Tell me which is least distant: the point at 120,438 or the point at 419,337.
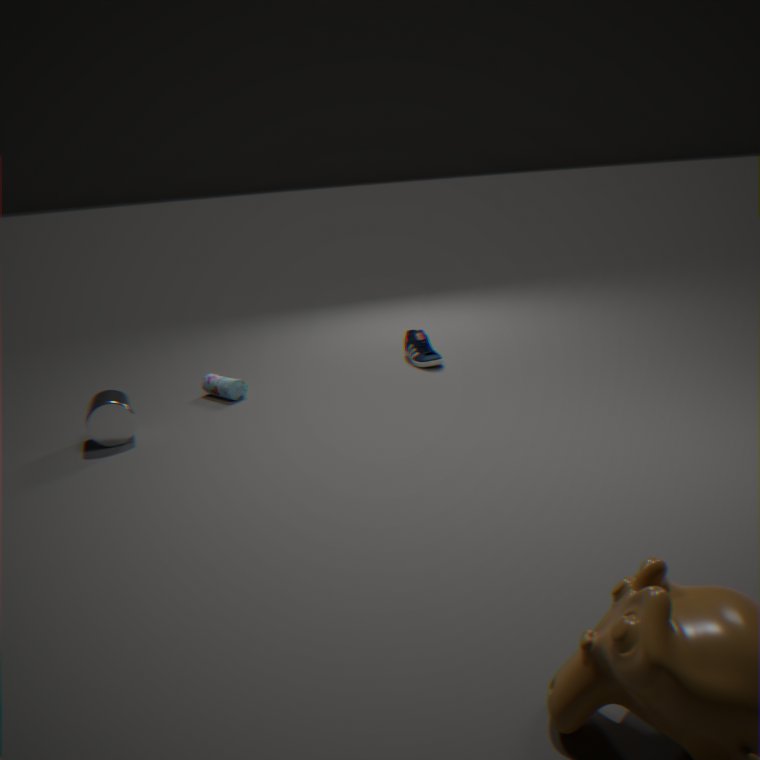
the point at 120,438
